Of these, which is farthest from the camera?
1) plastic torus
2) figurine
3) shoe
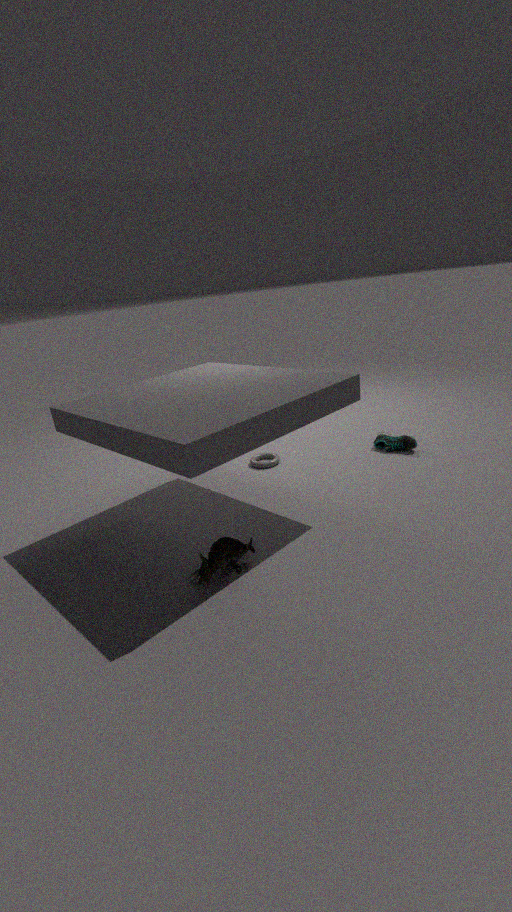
1. plastic torus
